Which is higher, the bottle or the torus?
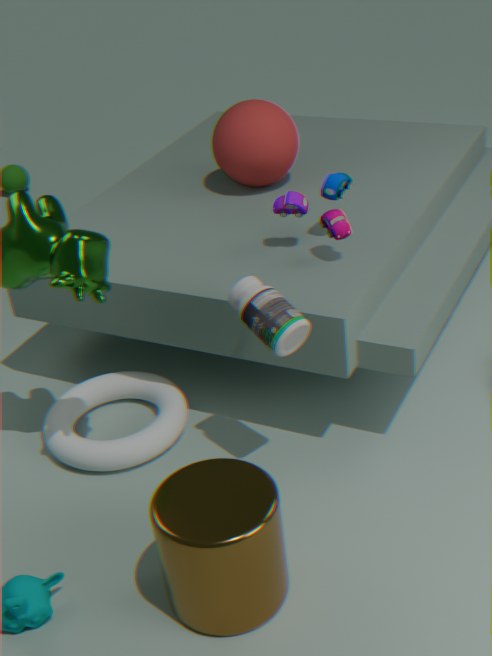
the bottle
